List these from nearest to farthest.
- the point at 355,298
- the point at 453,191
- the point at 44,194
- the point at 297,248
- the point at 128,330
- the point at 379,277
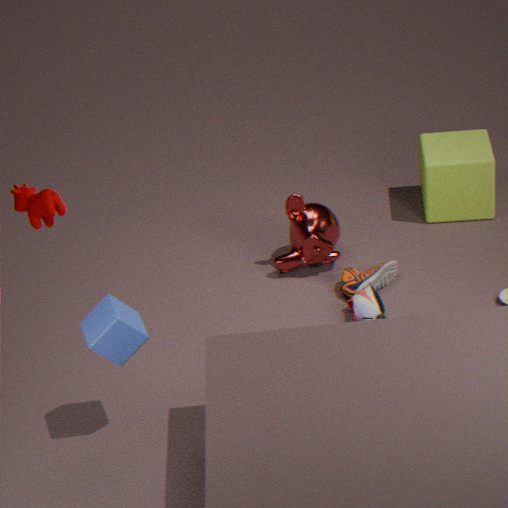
the point at 44,194
the point at 128,330
the point at 355,298
the point at 379,277
the point at 297,248
the point at 453,191
